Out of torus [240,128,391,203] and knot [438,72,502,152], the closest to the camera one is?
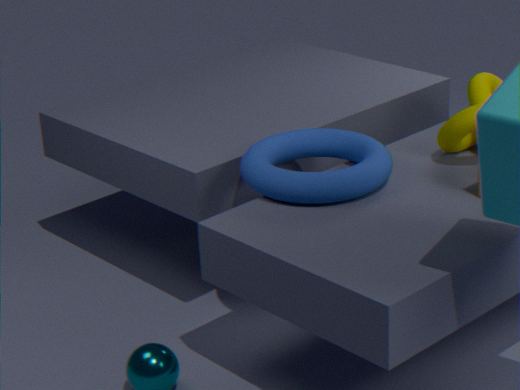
torus [240,128,391,203]
